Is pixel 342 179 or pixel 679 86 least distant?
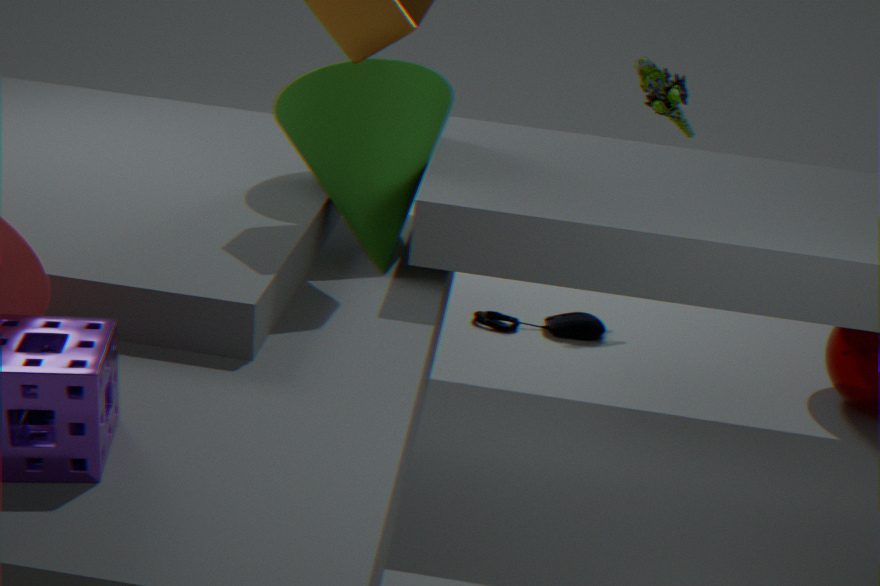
pixel 342 179
